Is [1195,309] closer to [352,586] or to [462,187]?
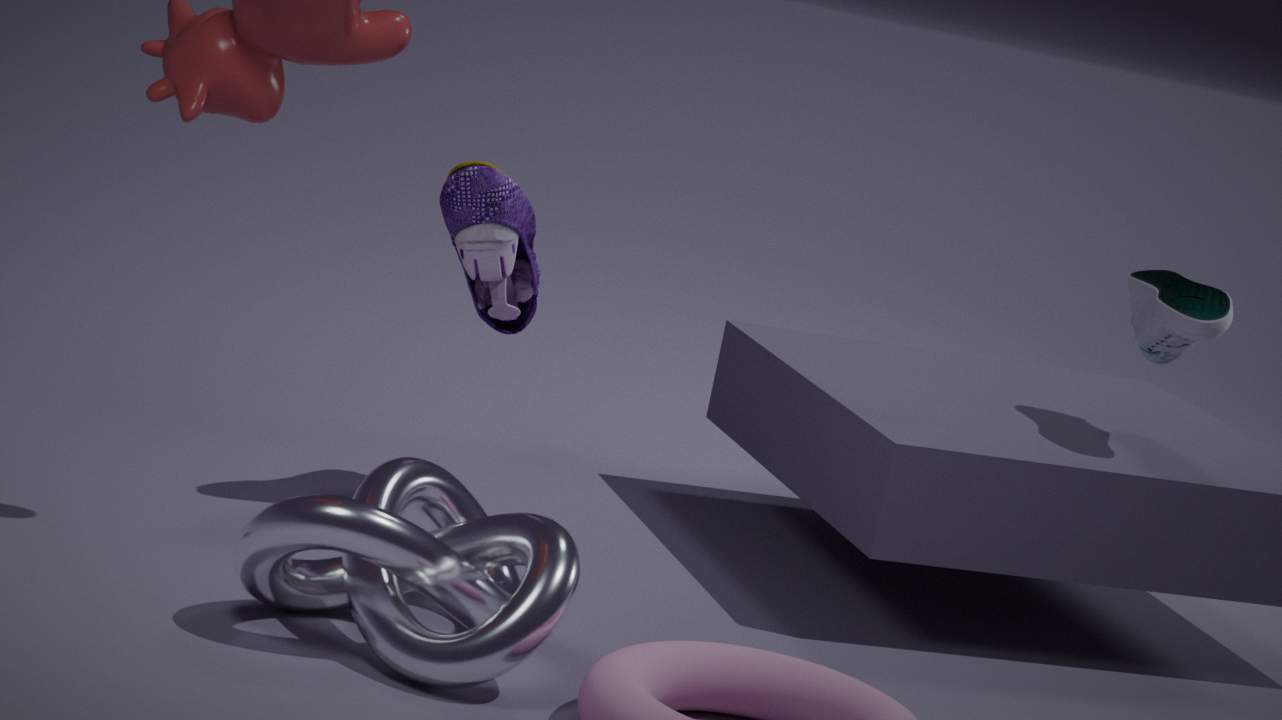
[462,187]
